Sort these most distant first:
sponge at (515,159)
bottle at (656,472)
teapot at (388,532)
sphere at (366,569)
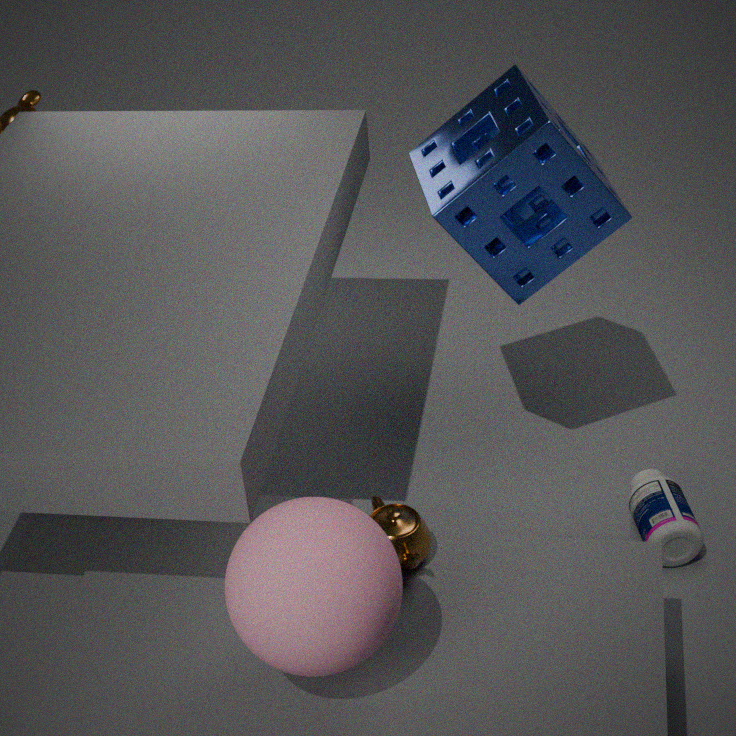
bottle at (656,472) < sponge at (515,159) < teapot at (388,532) < sphere at (366,569)
